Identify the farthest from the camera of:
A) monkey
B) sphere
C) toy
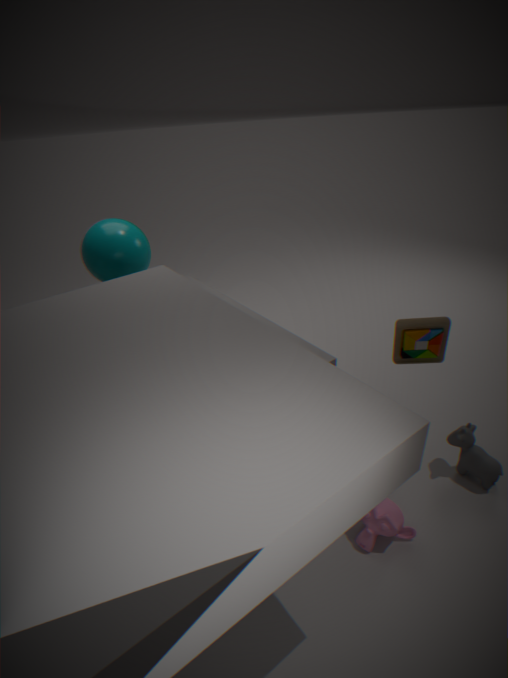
B. sphere
